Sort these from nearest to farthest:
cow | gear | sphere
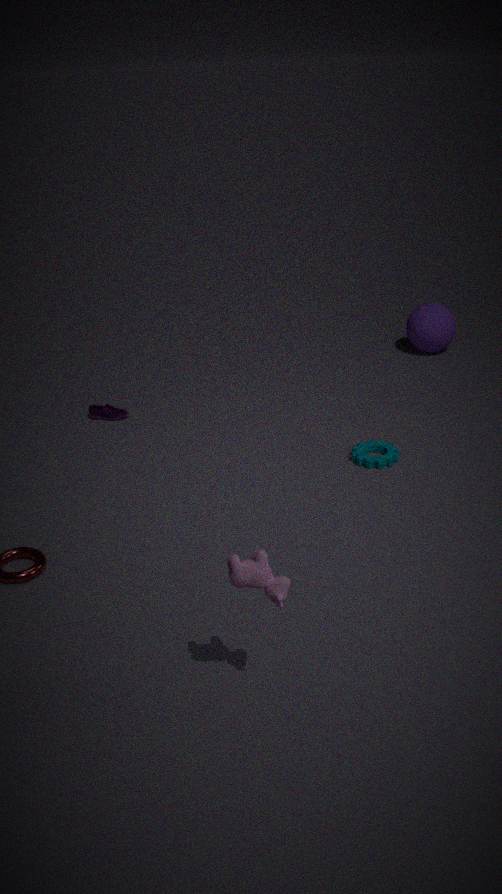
cow → gear → sphere
